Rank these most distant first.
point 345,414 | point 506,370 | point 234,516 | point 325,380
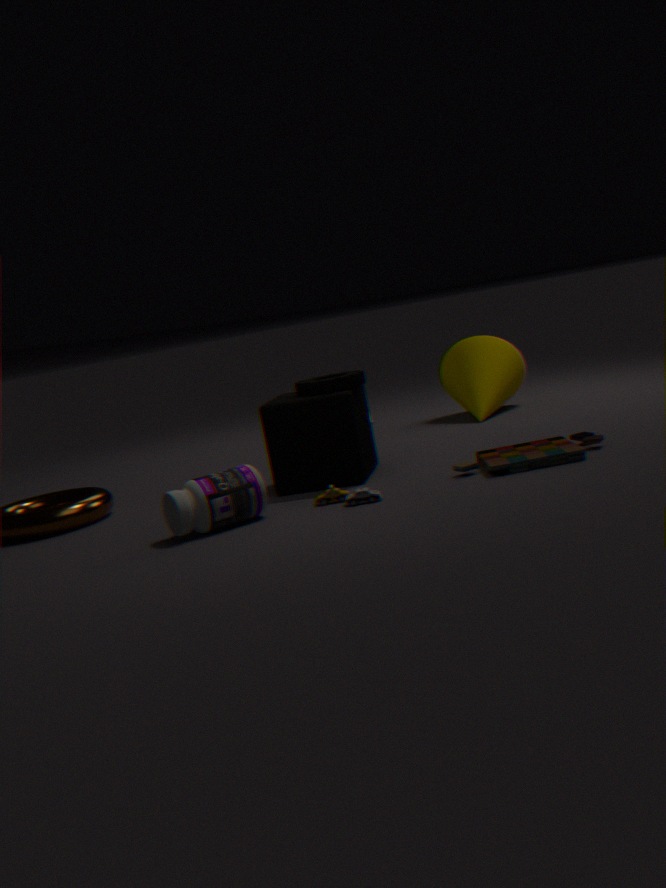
point 506,370 → point 325,380 → point 345,414 → point 234,516
